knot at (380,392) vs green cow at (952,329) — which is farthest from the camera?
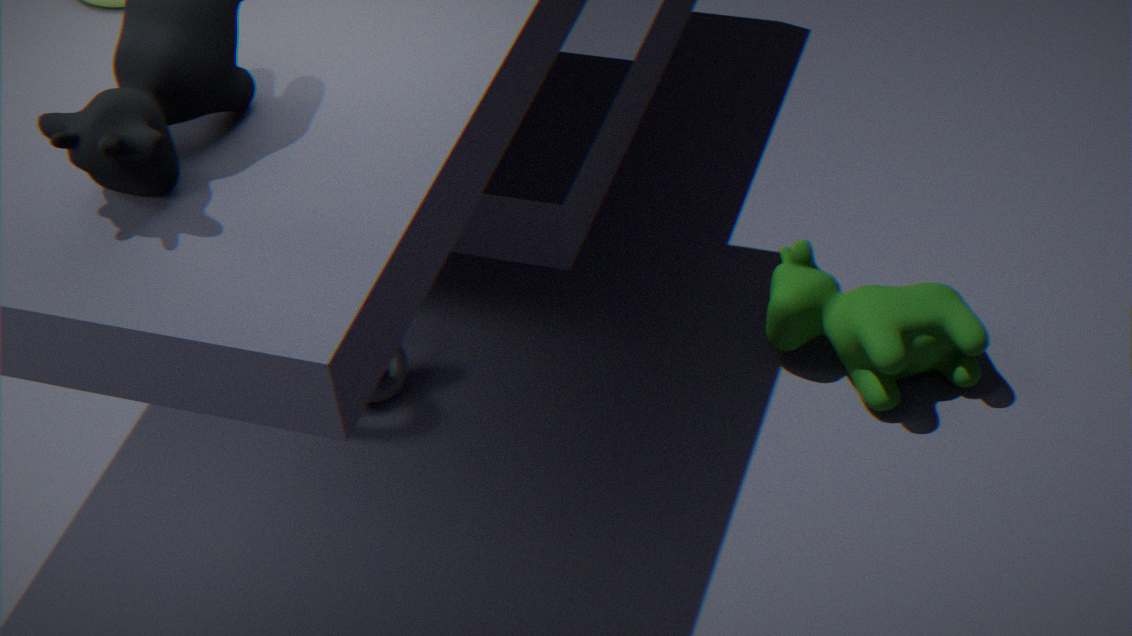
knot at (380,392)
